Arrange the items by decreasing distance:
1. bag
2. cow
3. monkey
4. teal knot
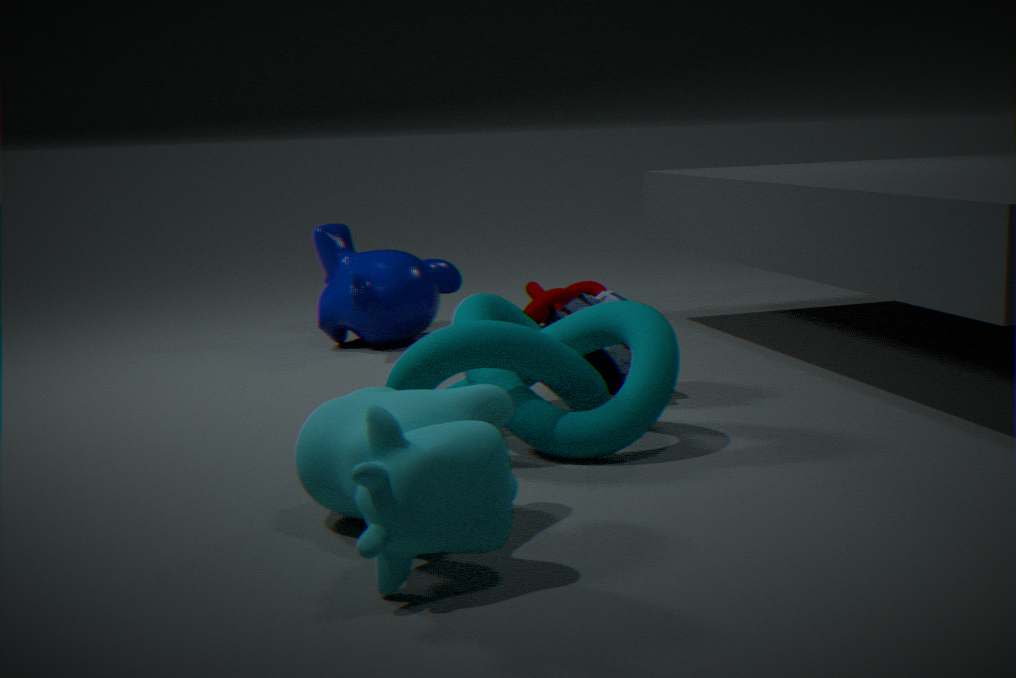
1. monkey
2. bag
3. teal knot
4. cow
